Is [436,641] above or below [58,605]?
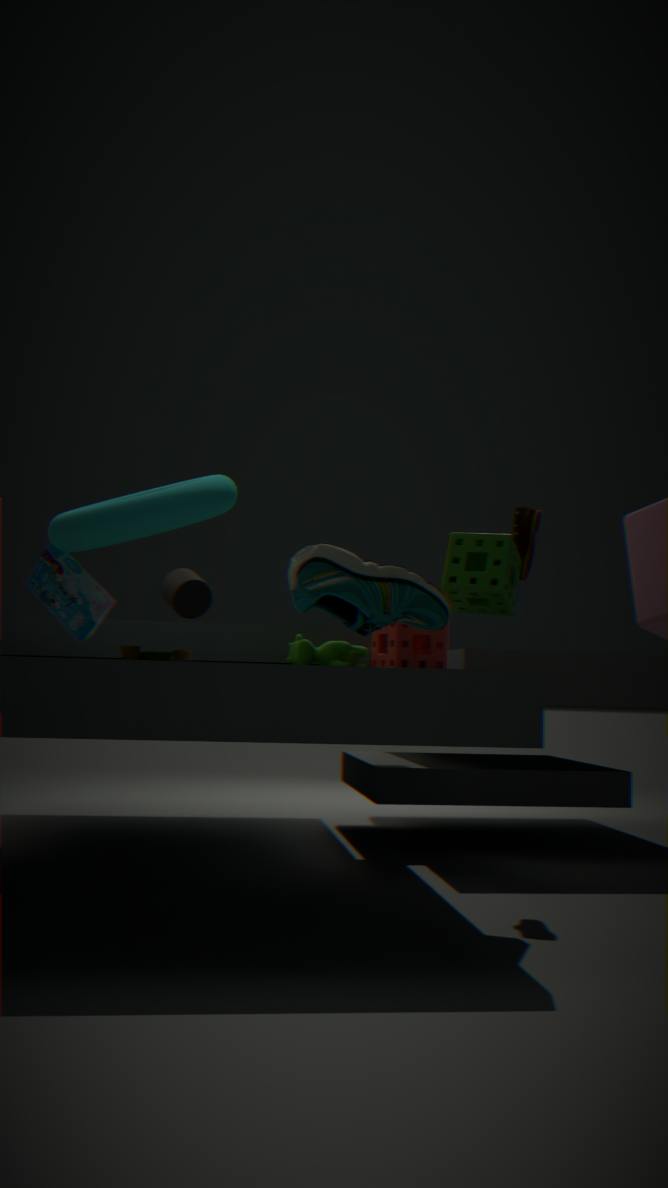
below
